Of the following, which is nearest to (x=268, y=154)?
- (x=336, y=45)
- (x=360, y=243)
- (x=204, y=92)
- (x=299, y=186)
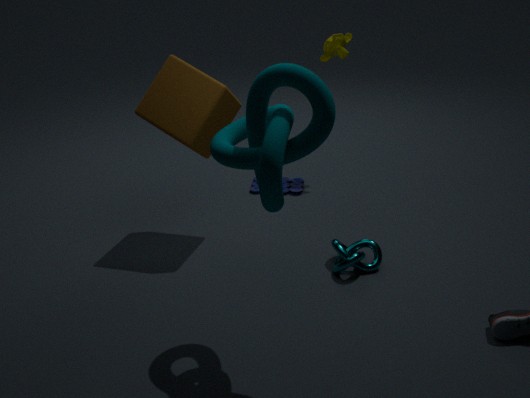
(x=360, y=243)
